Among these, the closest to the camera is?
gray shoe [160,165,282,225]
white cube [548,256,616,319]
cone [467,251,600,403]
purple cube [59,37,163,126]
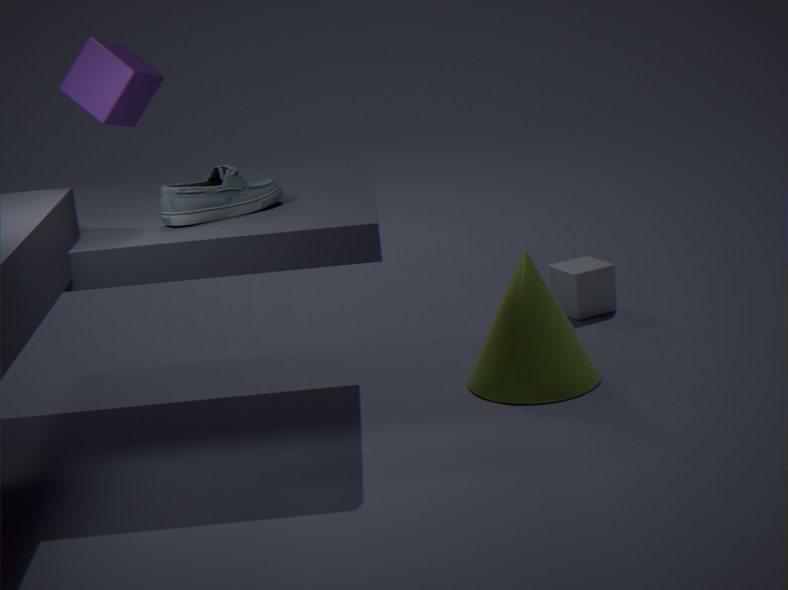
purple cube [59,37,163,126]
